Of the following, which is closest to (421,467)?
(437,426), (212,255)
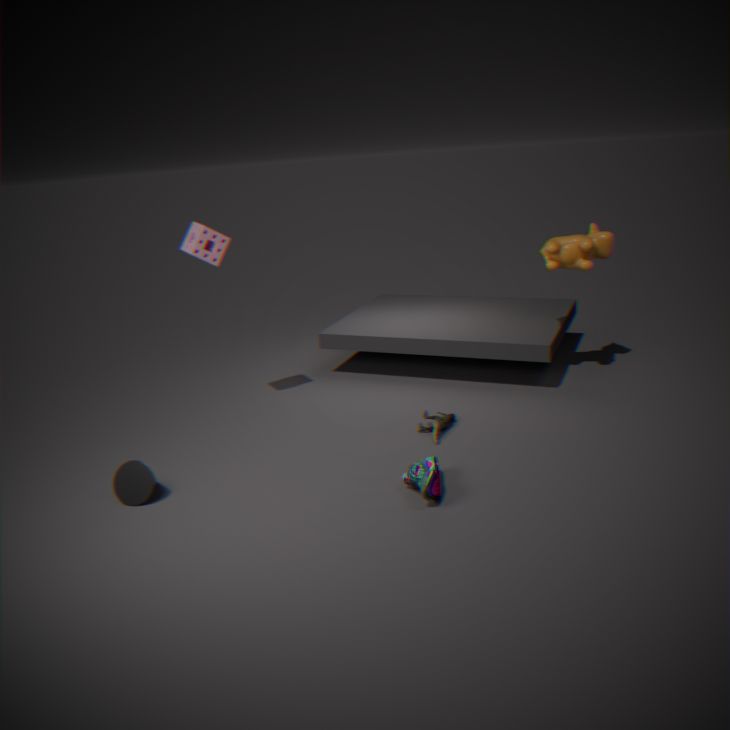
(437,426)
